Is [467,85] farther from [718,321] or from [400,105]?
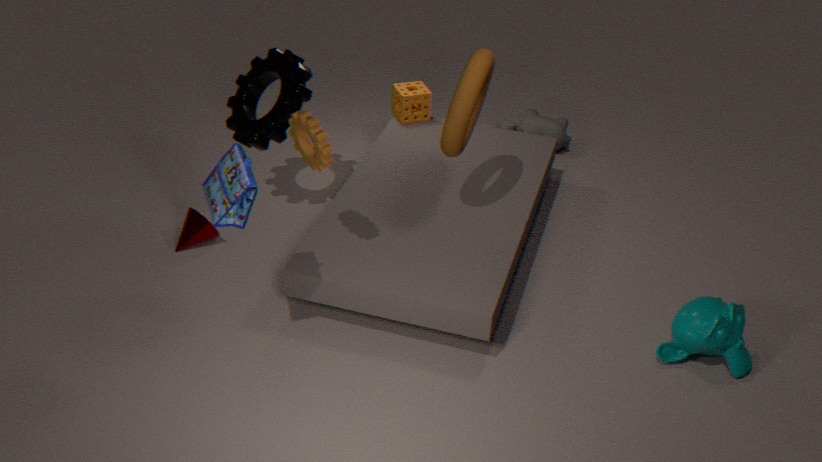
[718,321]
